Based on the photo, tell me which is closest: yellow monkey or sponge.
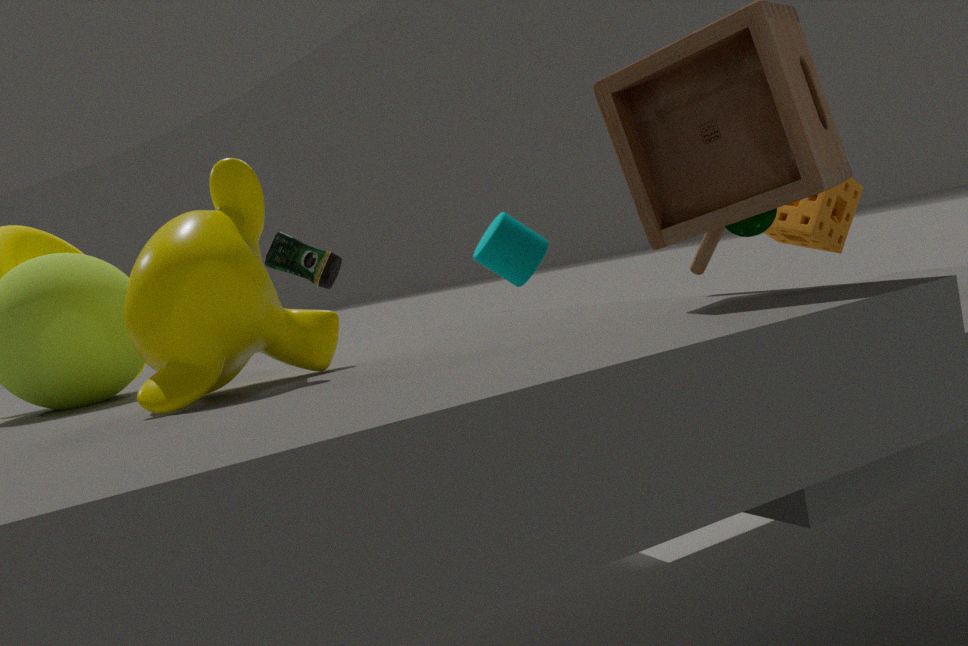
yellow monkey
